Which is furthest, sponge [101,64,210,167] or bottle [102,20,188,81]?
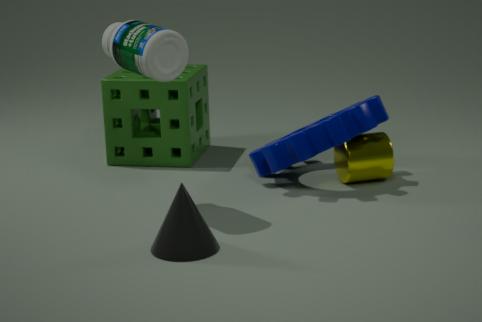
sponge [101,64,210,167]
